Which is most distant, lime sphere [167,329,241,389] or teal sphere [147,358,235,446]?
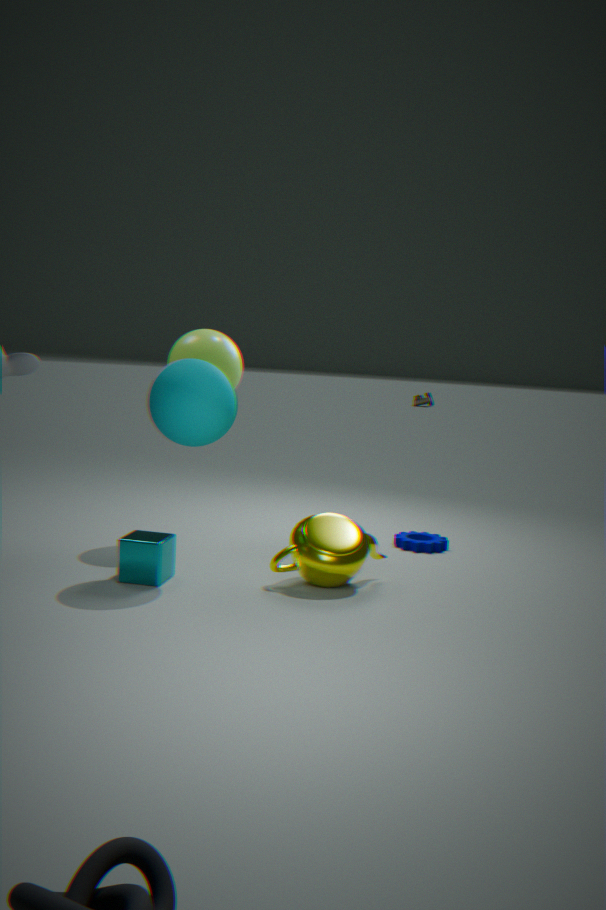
lime sphere [167,329,241,389]
